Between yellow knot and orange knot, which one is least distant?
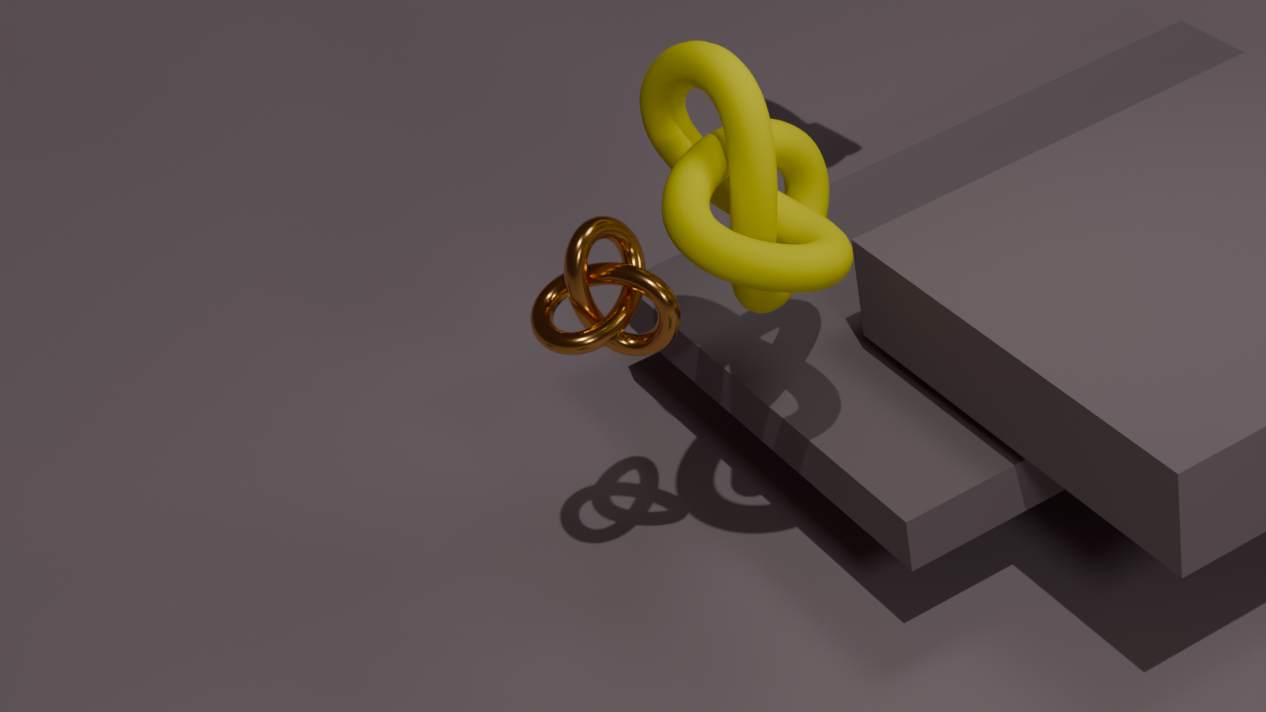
yellow knot
